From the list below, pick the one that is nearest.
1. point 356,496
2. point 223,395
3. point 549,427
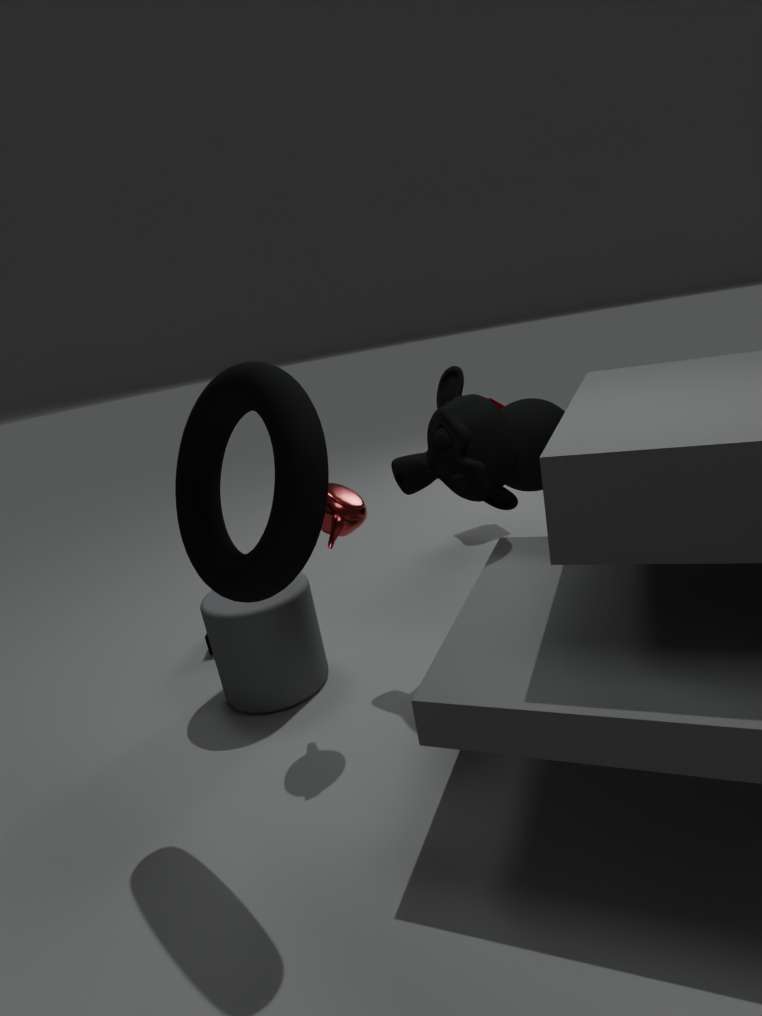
point 223,395
